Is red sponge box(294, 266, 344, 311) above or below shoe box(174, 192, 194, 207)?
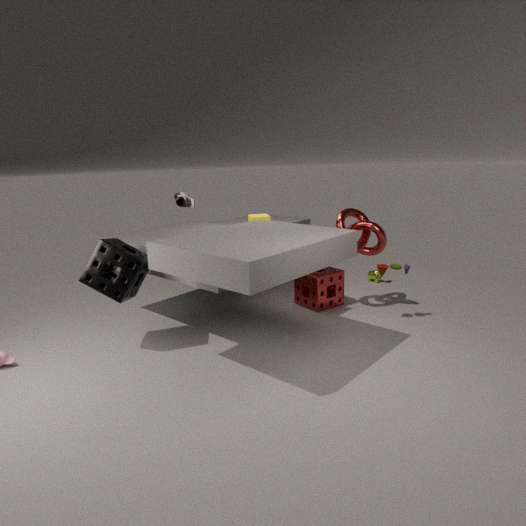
below
